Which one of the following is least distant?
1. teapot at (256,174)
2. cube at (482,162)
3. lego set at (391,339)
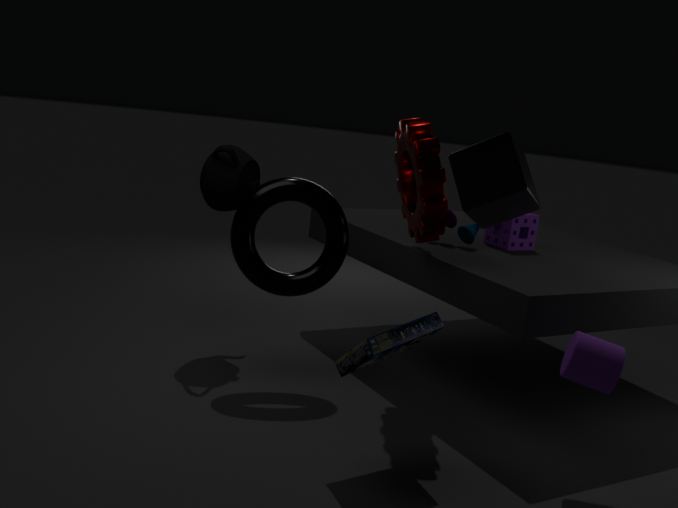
cube at (482,162)
